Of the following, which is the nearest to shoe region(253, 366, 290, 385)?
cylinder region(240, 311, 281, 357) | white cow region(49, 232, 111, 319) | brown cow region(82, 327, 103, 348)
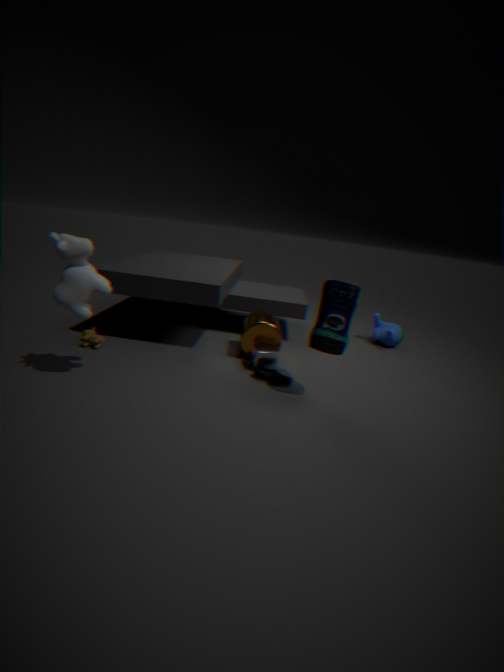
Result: cylinder region(240, 311, 281, 357)
